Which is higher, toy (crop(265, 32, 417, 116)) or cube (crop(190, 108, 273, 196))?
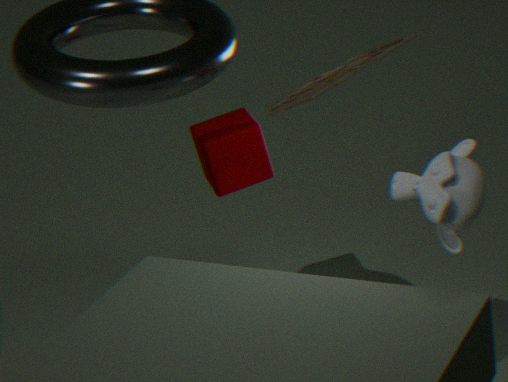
toy (crop(265, 32, 417, 116))
